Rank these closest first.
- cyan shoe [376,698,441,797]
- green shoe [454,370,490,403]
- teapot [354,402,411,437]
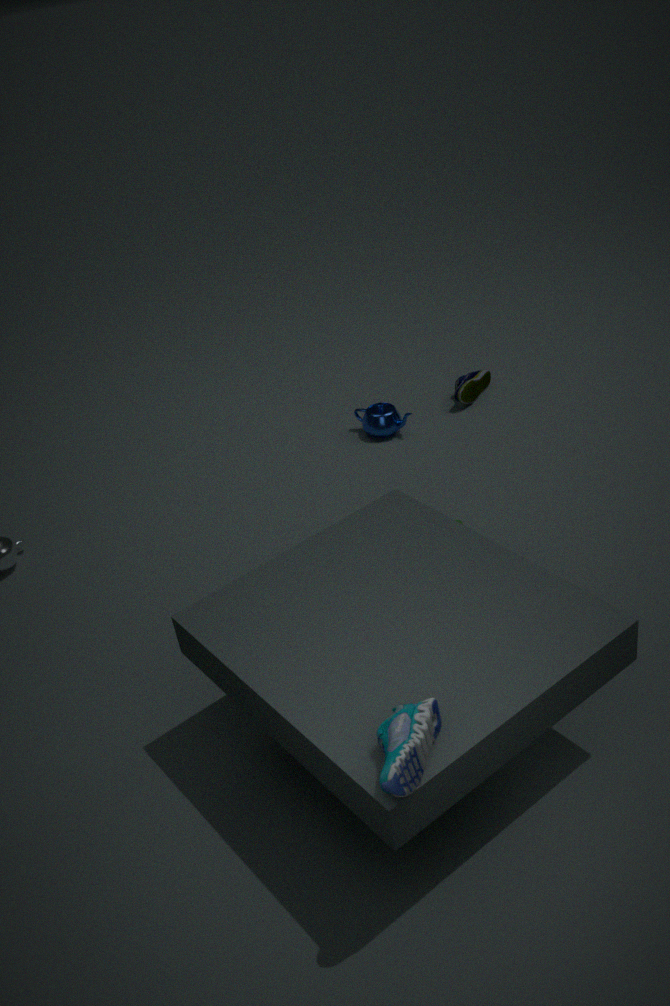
cyan shoe [376,698,441,797]
teapot [354,402,411,437]
green shoe [454,370,490,403]
